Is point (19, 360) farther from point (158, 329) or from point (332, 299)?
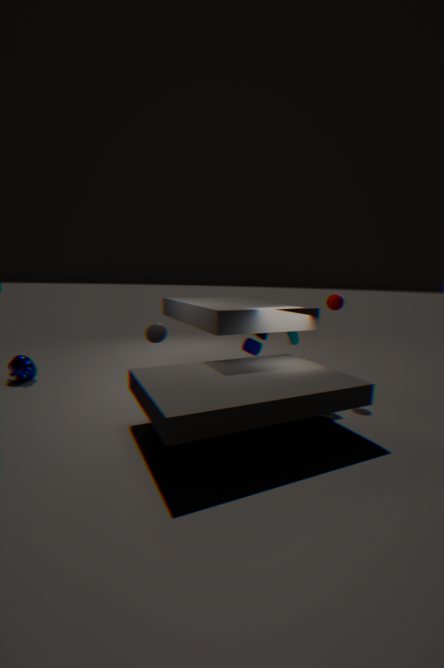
point (332, 299)
